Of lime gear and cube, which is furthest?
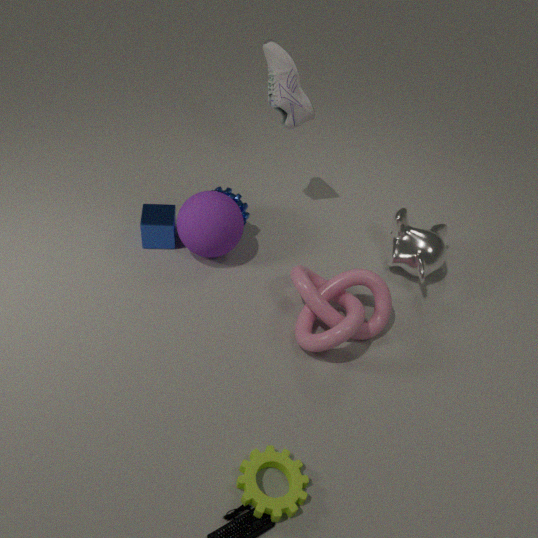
cube
